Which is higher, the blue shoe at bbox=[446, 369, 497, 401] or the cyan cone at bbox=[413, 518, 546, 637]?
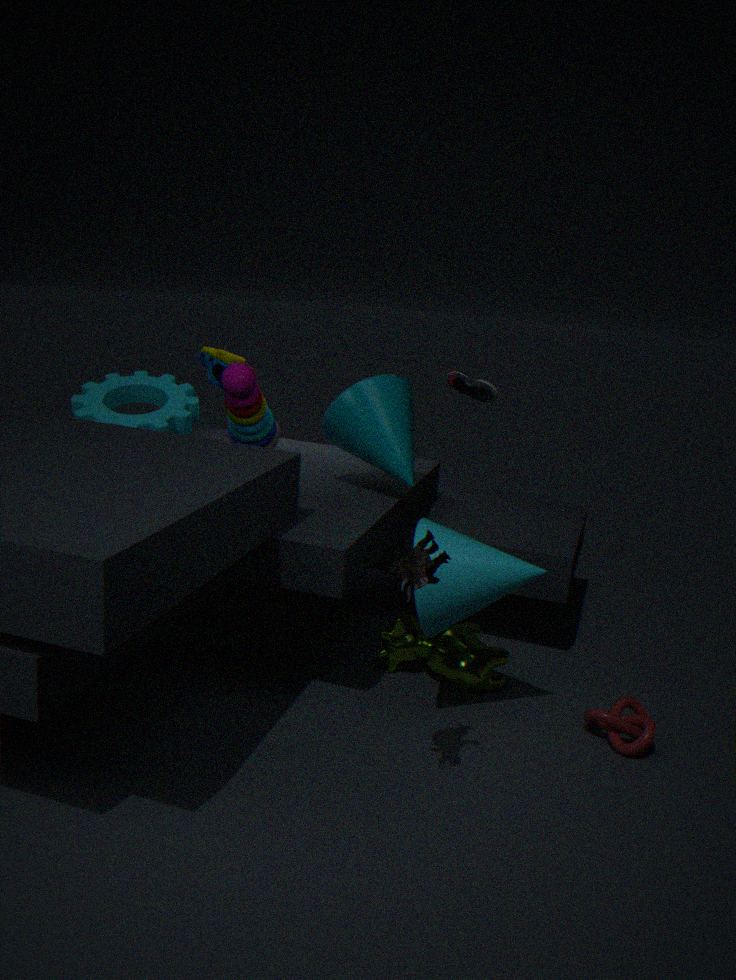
the blue shoe at bbox=[446, 369, 497, 401]
